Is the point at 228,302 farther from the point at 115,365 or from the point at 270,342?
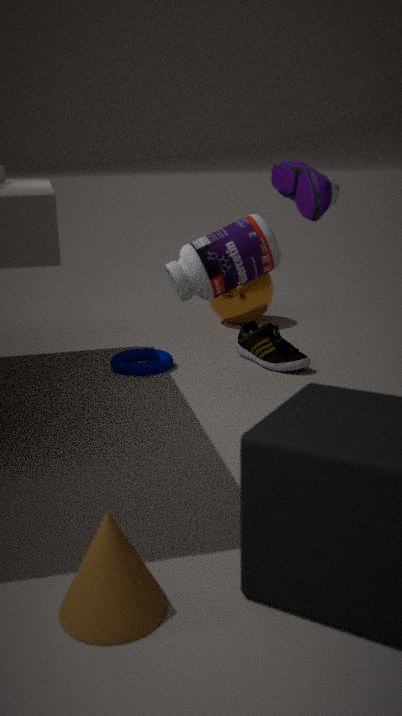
the point at 115,365
